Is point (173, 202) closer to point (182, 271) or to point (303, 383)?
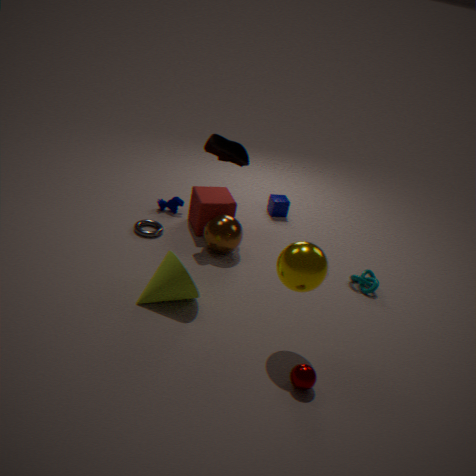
point (182, 271)
